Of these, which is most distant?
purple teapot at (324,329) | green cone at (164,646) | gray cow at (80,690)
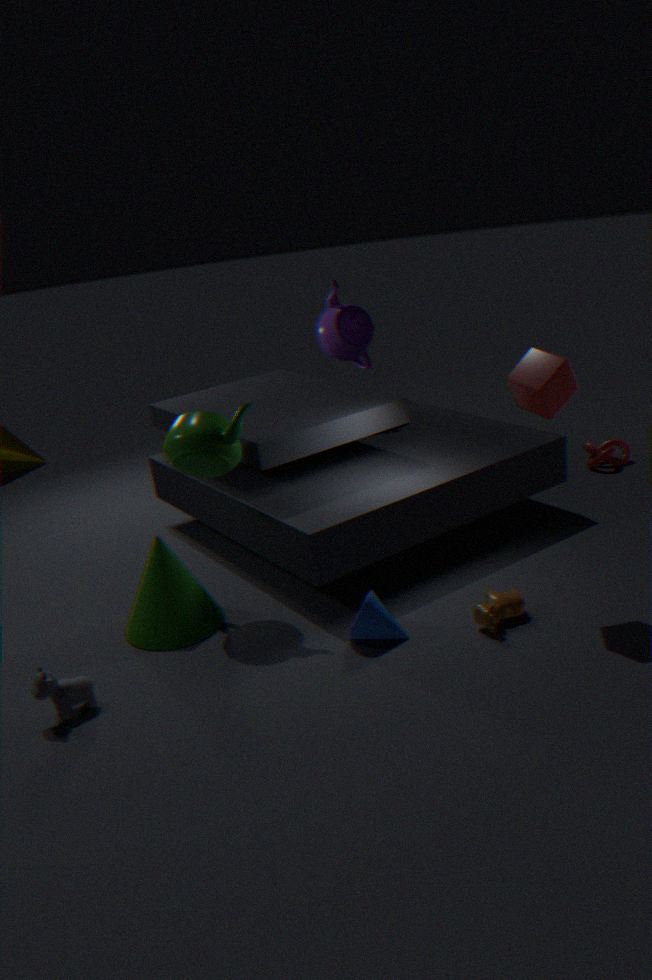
purple teapot at (324,329)
